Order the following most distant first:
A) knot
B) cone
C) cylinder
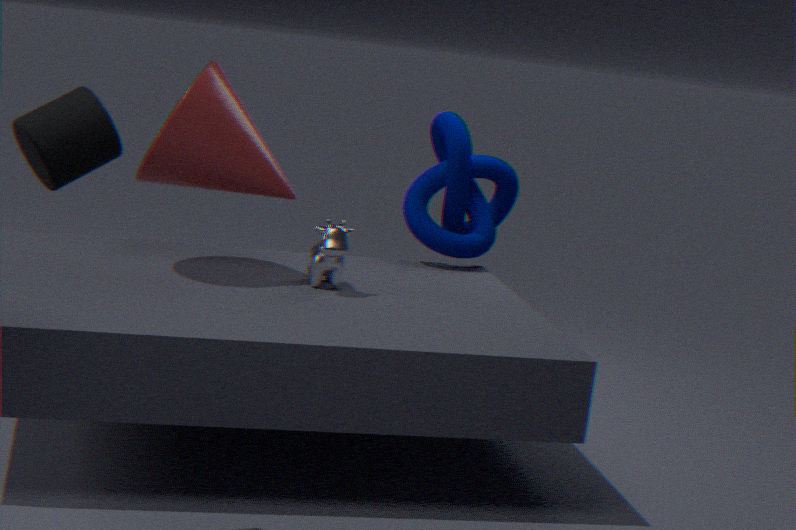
knot, cone, cylinder
